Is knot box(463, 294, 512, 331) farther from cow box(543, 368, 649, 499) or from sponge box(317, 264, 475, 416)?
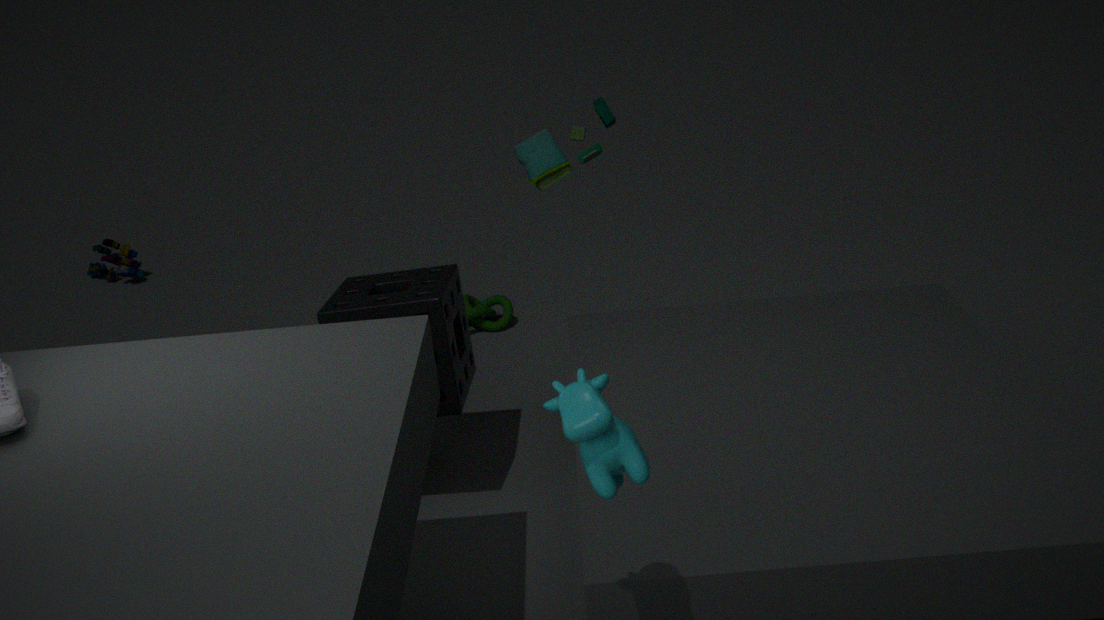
cow box(543, 368, 649, 499)
